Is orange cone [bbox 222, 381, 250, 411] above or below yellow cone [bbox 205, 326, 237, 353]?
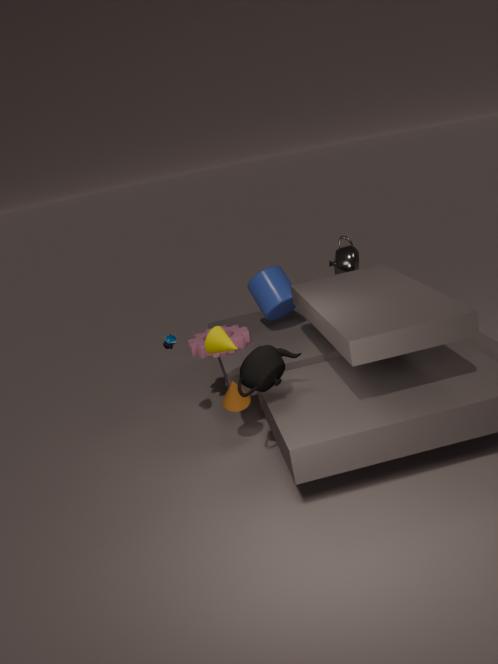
below
